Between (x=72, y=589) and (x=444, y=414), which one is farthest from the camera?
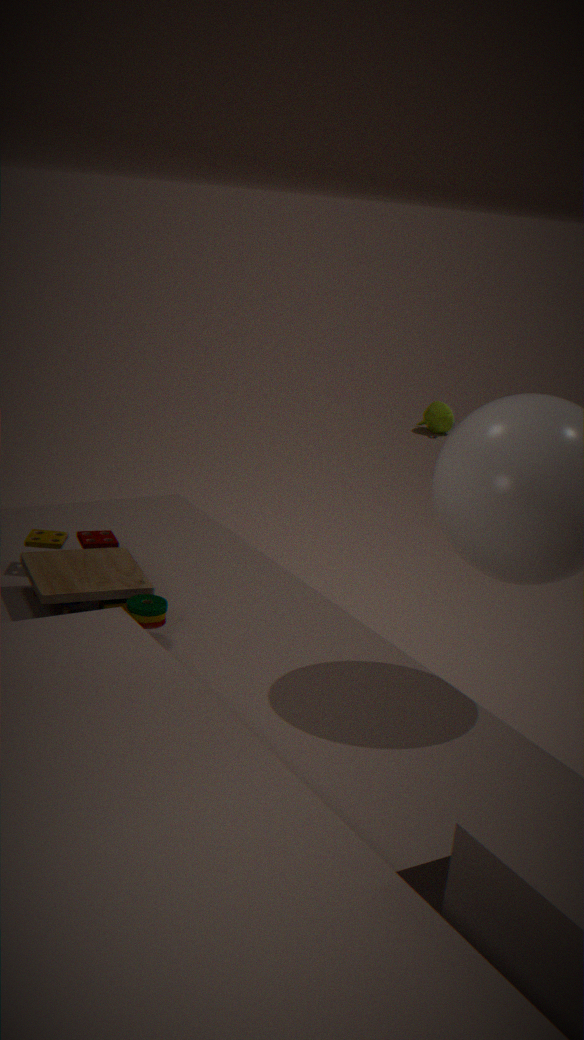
(x=444, y=414)
